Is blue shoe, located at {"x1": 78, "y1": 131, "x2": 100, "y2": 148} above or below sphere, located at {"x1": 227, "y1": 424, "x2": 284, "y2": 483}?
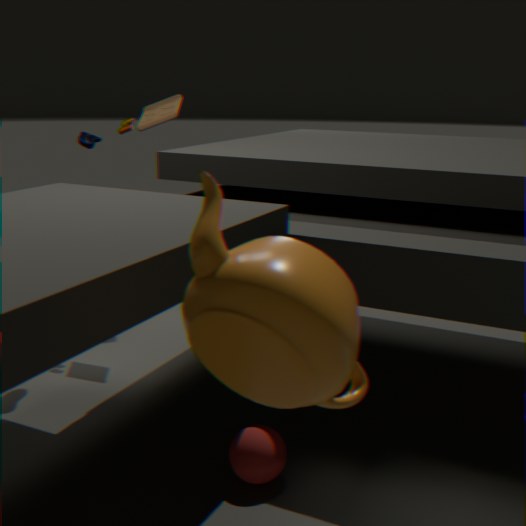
above
